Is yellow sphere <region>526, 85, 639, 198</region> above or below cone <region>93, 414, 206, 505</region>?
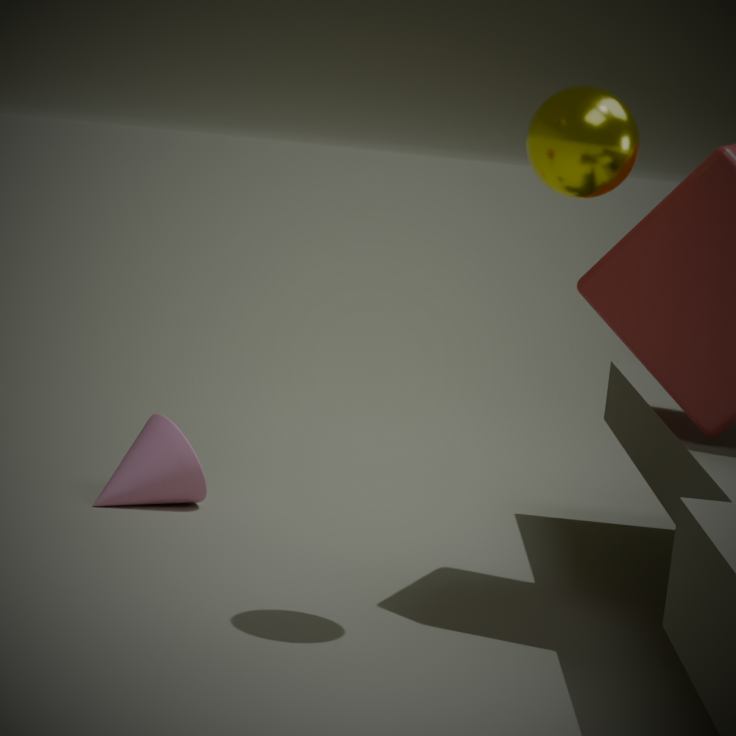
above
